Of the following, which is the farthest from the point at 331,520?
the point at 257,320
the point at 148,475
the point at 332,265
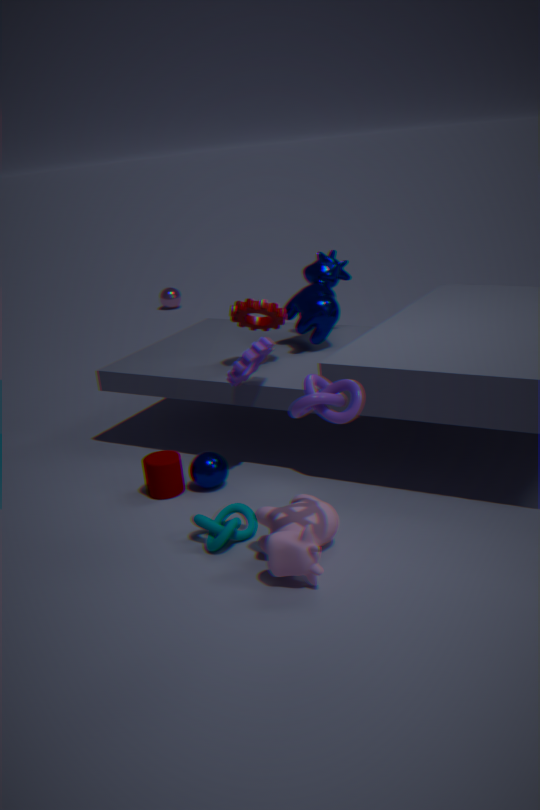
the point at 332,265
